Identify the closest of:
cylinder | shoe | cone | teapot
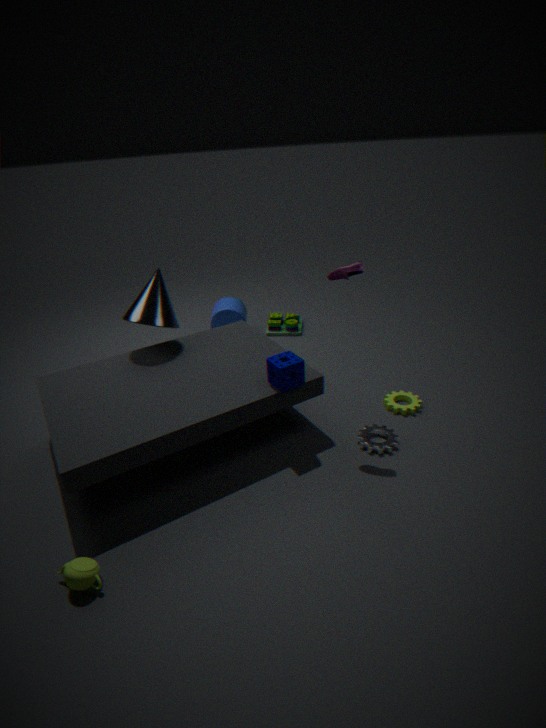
teapot
